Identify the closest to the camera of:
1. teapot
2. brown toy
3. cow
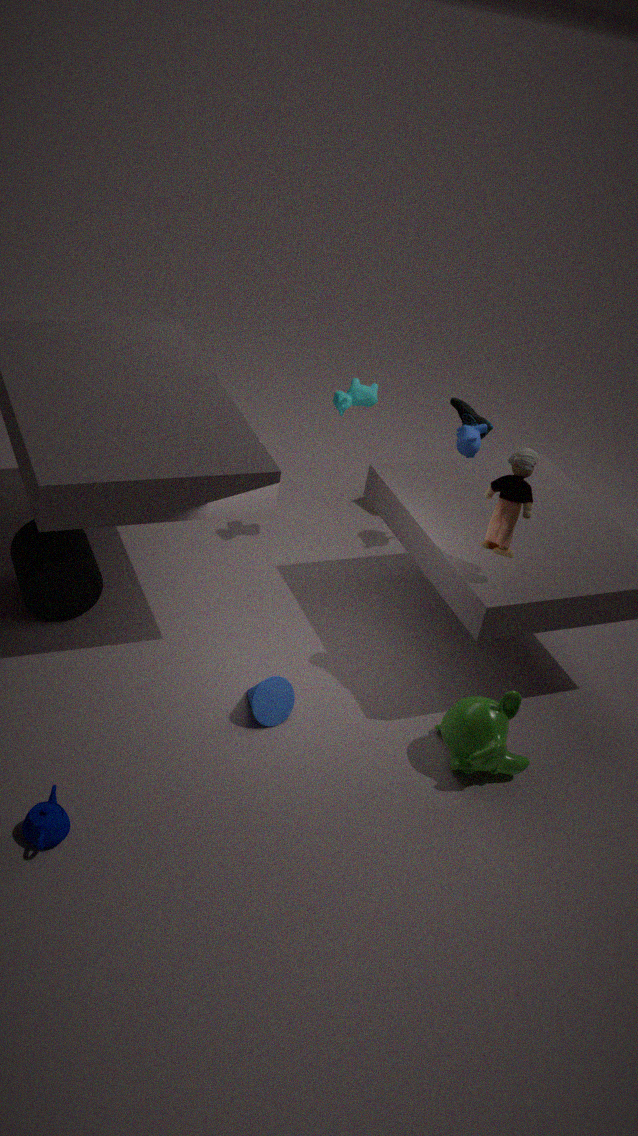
teapot
